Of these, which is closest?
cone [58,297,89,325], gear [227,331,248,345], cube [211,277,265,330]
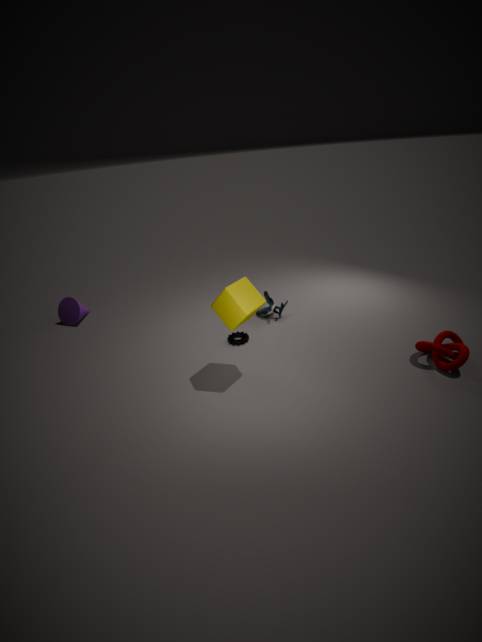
cube [211,277,265,330]
